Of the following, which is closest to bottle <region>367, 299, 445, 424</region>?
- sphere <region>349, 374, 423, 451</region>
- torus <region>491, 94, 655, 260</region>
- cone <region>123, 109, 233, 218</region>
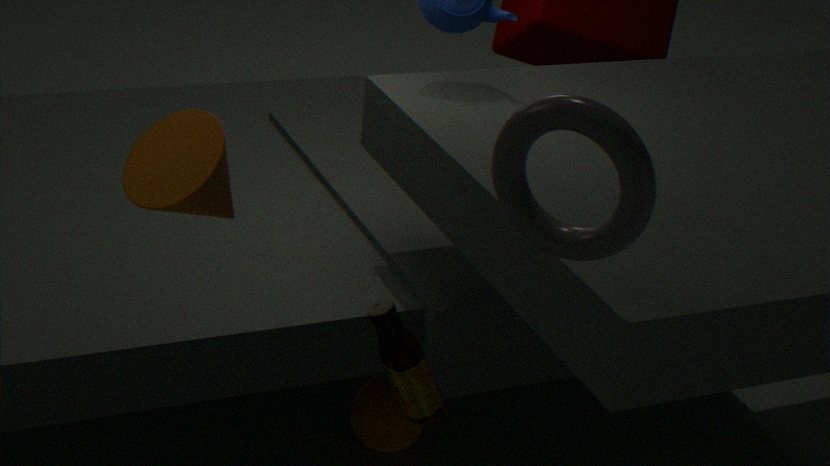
torus <region>491, 94, 655, 260</region>
